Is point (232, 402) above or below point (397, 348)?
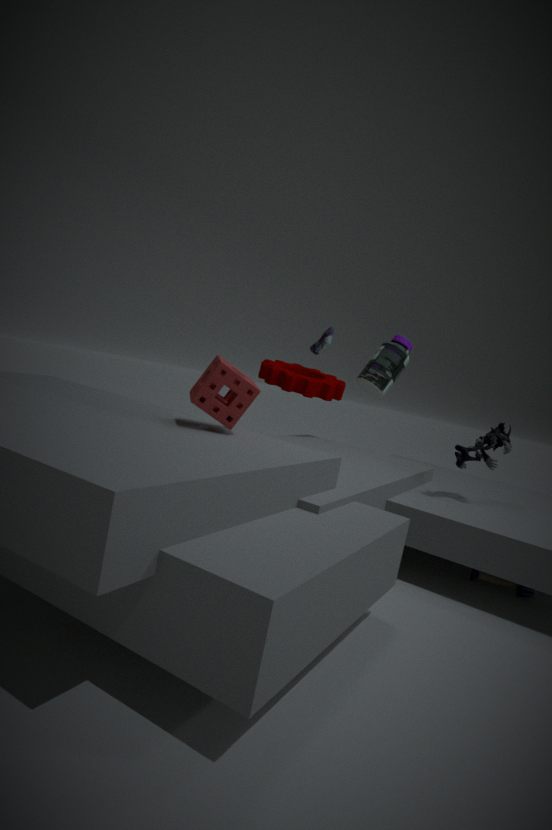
below
